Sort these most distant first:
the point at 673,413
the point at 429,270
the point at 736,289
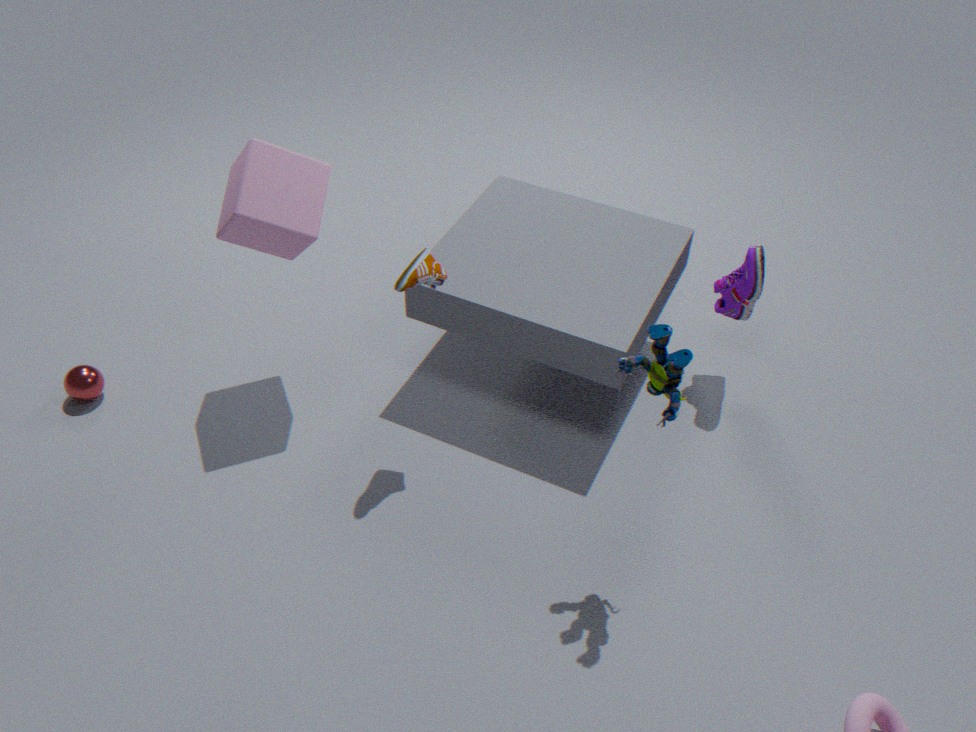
1. the point at 736,289
2. the point at 429,270
3. the point at 673,413
